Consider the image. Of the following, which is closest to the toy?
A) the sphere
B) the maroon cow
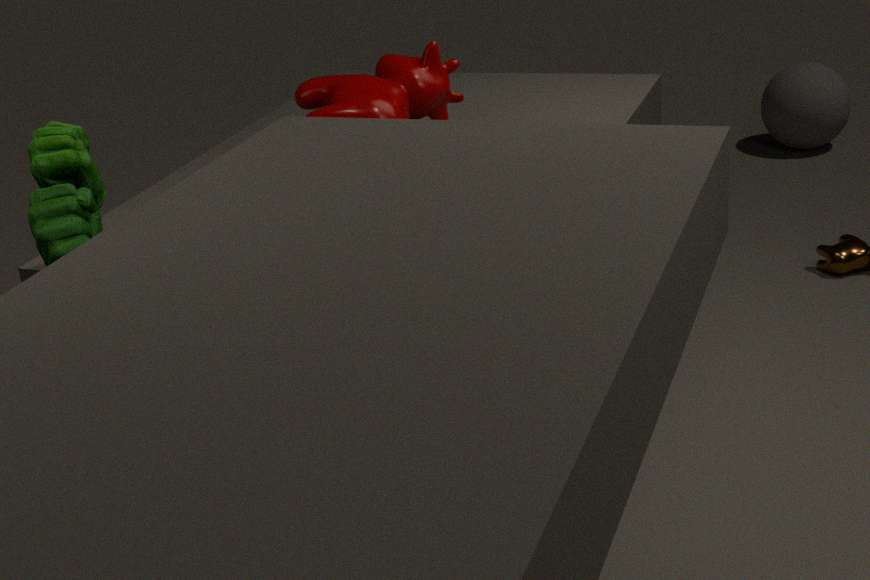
the maroon cow
